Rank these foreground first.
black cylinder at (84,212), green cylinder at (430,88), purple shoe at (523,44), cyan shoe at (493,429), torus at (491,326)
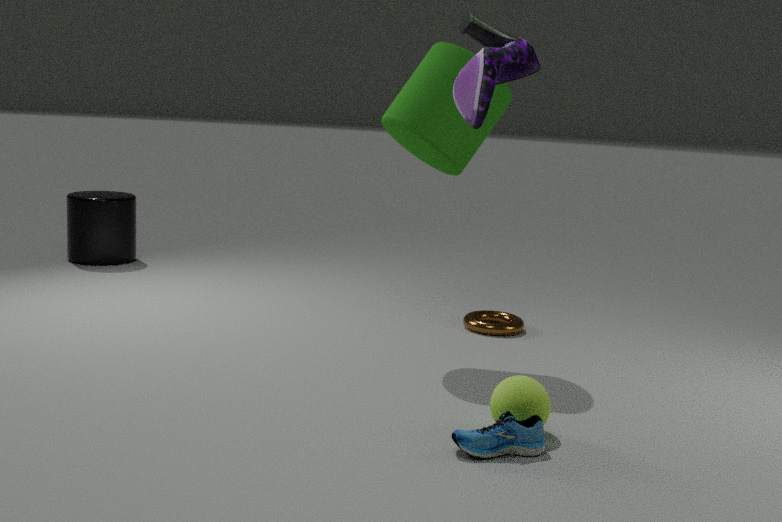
purple shoe at (523,44) → cyan shoe at (493,429) → green cylinder at (430,88) → torus at (491,326) → black cylinder at (84,212)
